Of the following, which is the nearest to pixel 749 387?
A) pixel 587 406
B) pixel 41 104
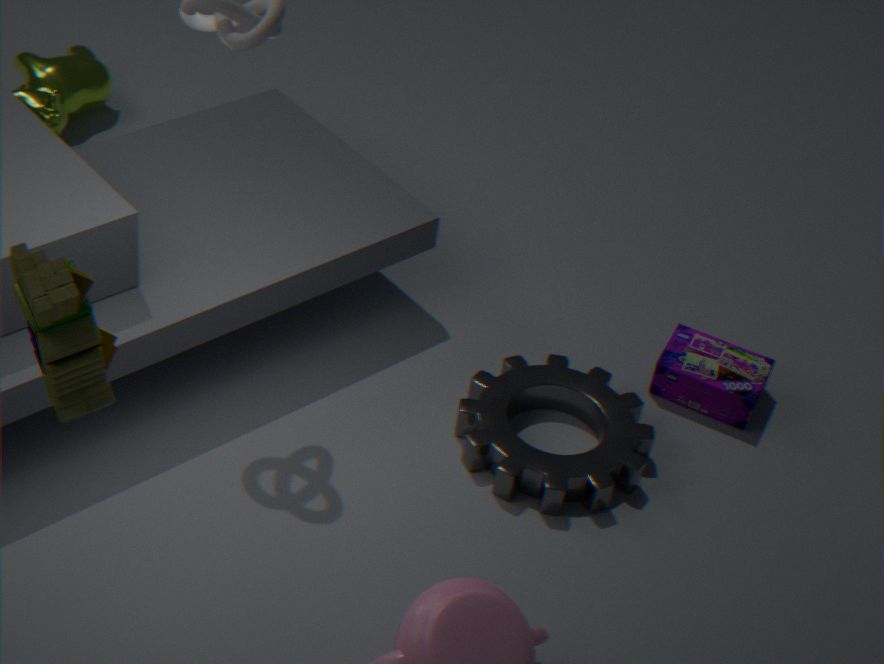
pixel 587 406
